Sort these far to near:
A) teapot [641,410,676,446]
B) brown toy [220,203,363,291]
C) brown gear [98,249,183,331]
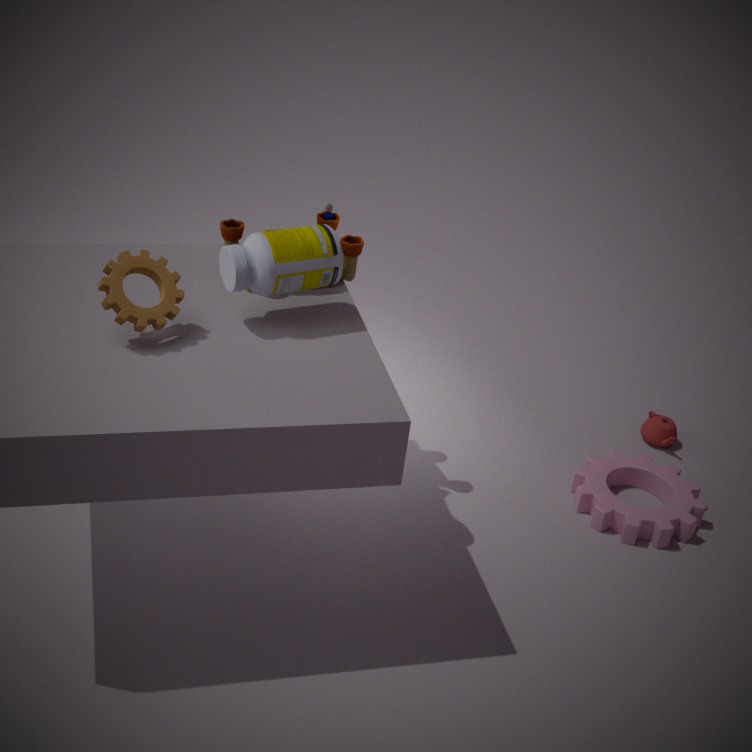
teapot [641,410,676,446]
brown toy [220,203,363,291]
brown gear [98,249,183,331]
